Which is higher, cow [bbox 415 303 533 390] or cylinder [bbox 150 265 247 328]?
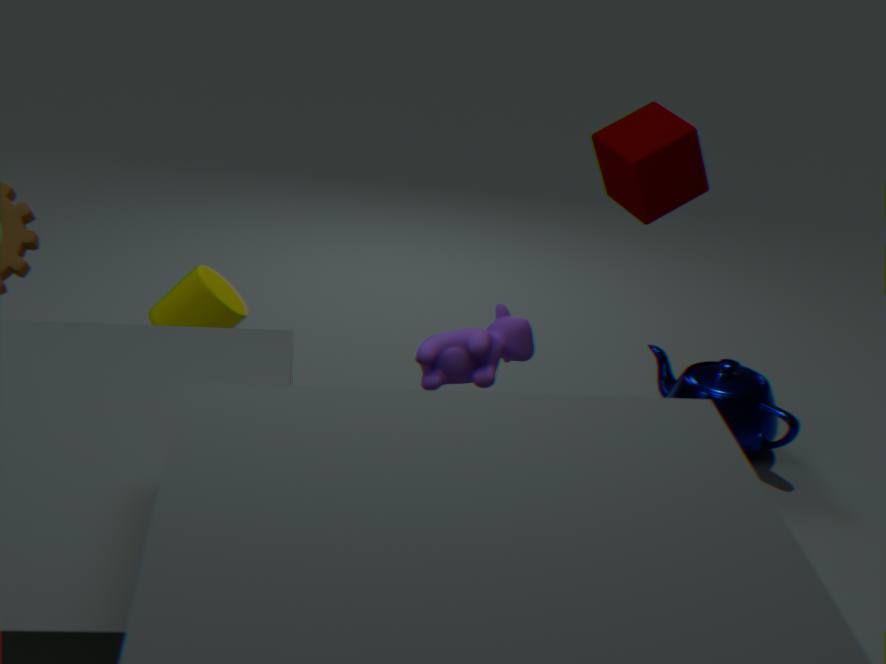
cow [bbox 415 303 533 390]
